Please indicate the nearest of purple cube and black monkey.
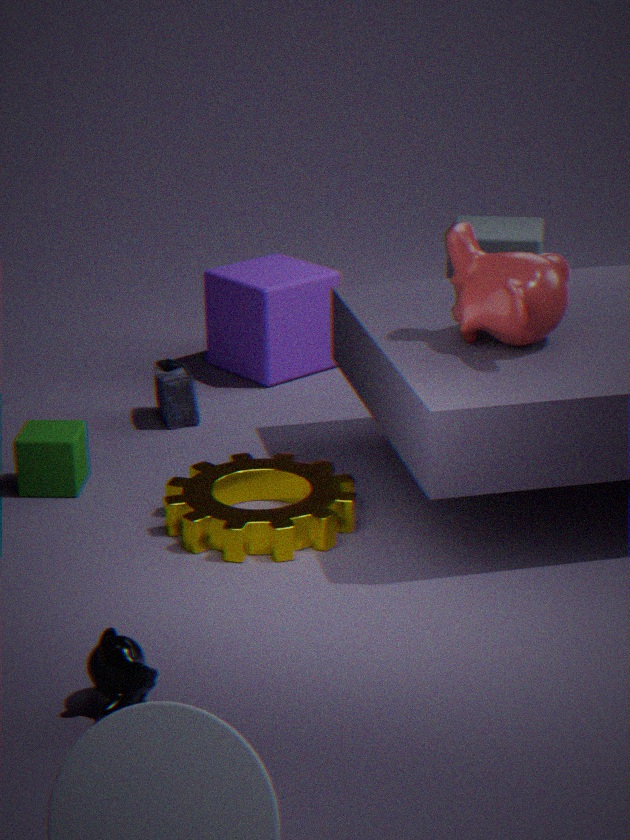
black monkey
